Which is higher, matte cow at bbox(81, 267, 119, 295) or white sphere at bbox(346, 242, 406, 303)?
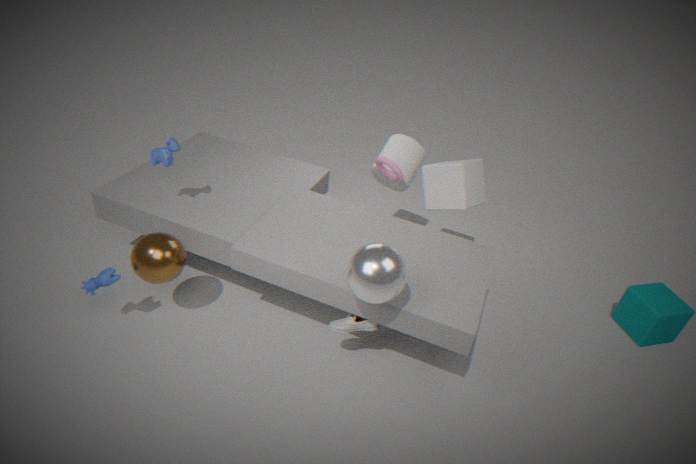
white sphere at bbox(346, 242, 406, 303)
